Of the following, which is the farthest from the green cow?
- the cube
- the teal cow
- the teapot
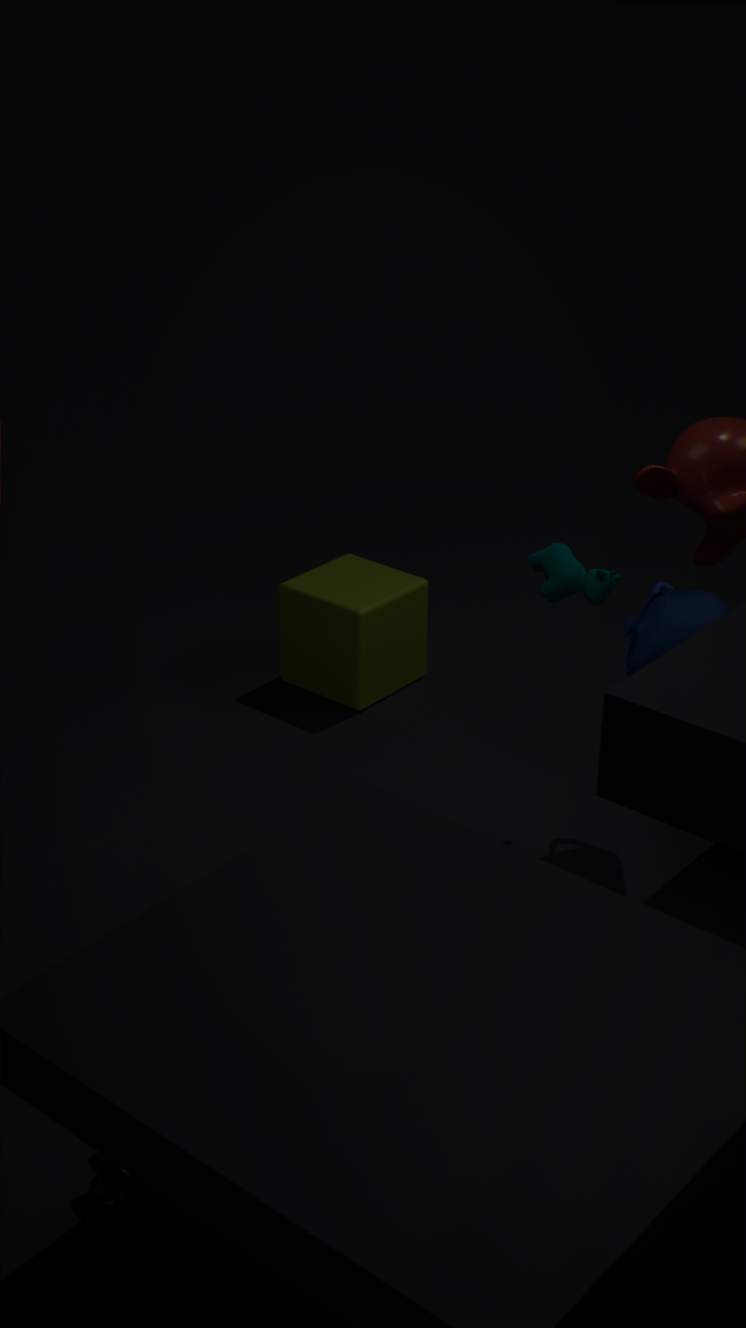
the cube
